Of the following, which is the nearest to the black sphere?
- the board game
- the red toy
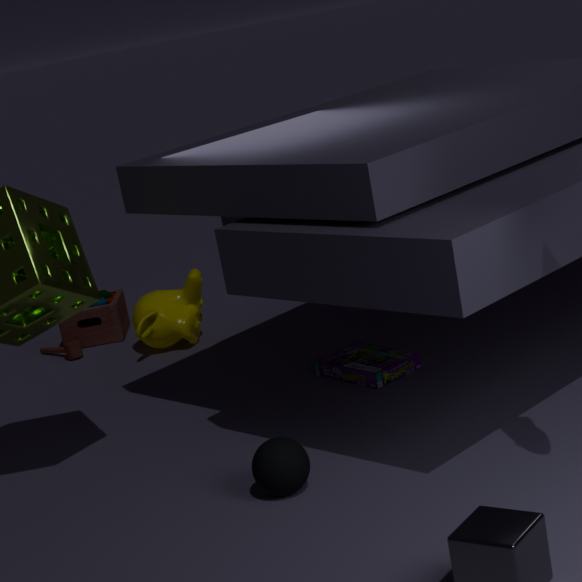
the board game
